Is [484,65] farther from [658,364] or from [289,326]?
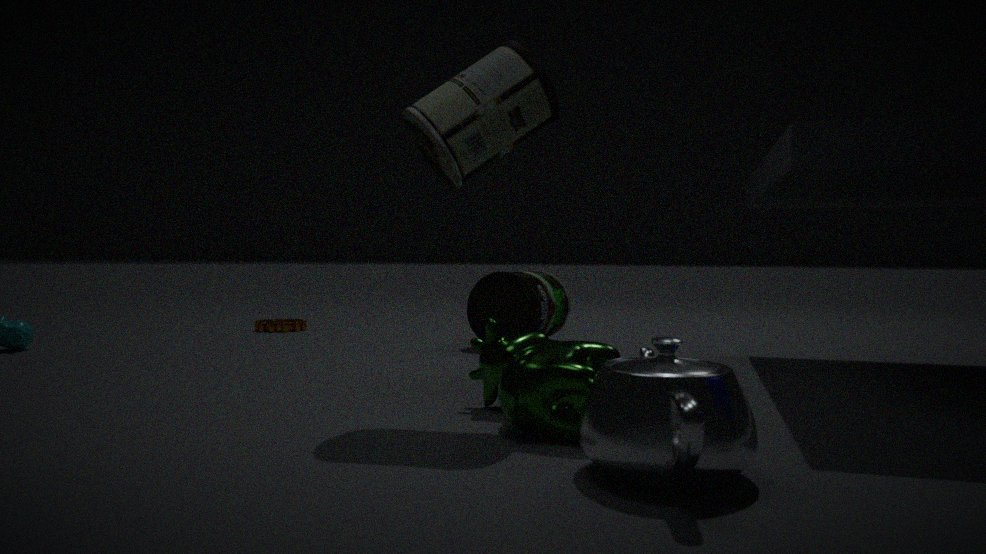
[289,326]
